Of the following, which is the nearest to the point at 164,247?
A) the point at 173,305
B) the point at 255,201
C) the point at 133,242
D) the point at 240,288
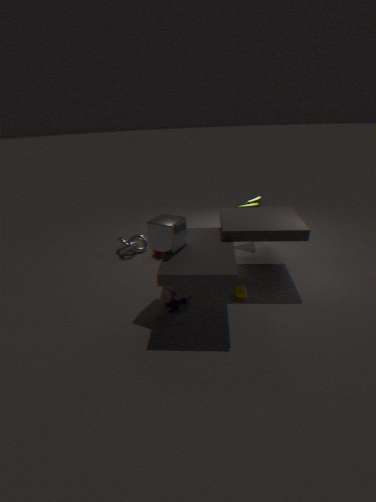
the point at 173,305
